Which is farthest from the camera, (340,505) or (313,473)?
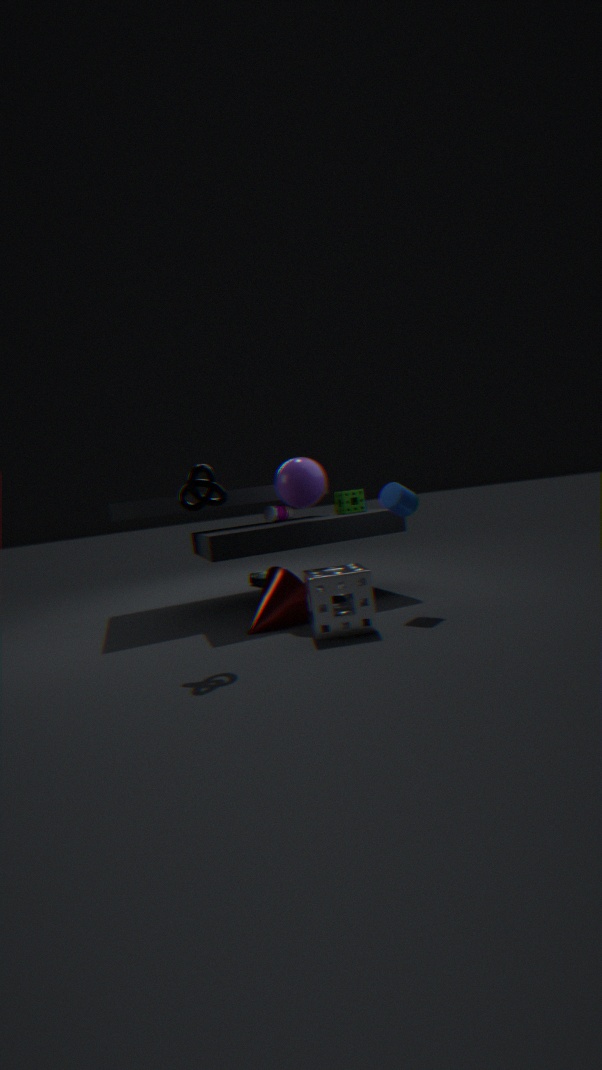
(340,505)
